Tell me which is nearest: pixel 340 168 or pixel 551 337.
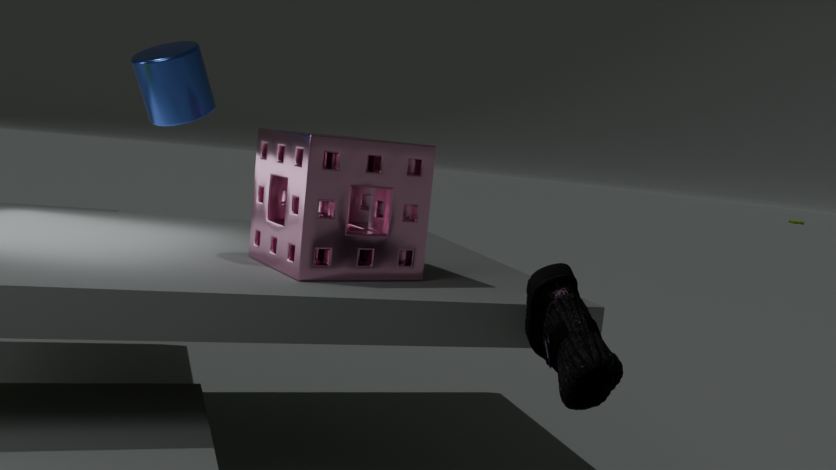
pixel 551 337
